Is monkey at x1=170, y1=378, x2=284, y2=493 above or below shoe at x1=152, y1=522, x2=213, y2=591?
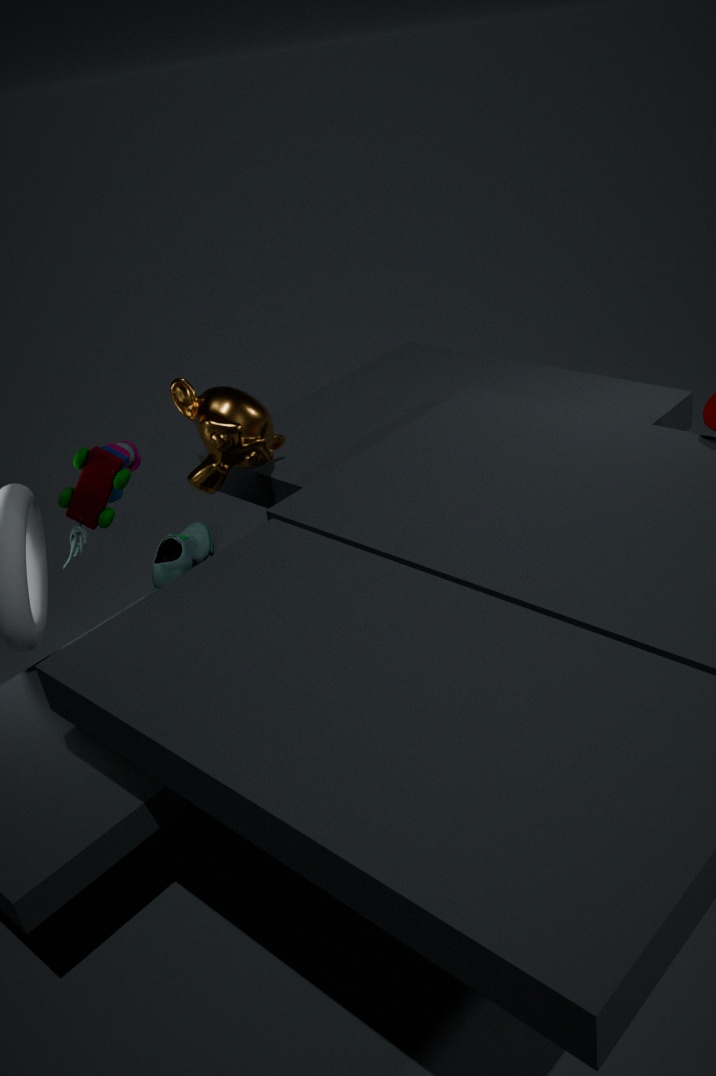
above
